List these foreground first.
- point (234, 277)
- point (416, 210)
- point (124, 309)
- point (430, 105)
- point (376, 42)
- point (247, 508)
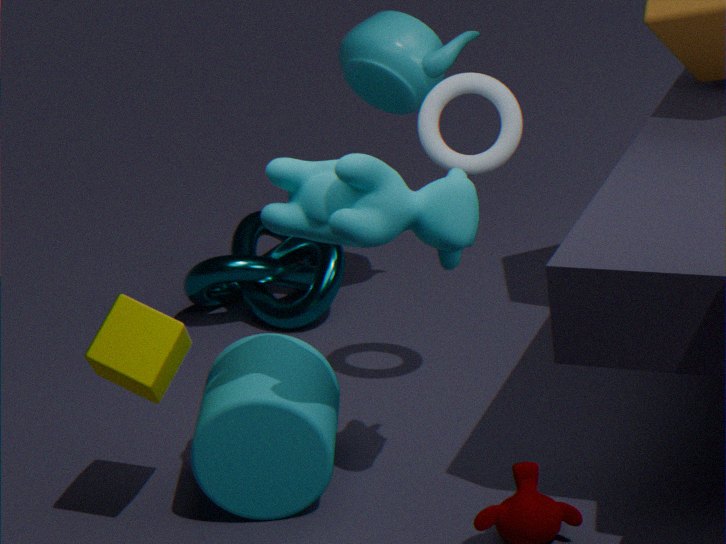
point (416, 210), point (124, 309), point (247, 508), point (430, 105), point (376, 42), point (234, 277)
